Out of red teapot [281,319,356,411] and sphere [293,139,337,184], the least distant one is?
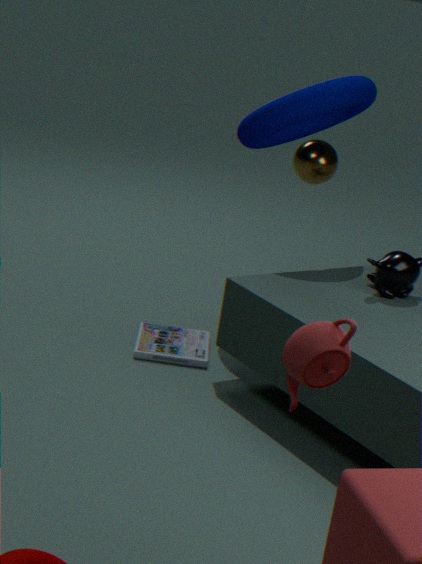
red teapot [281,319,356,411]
